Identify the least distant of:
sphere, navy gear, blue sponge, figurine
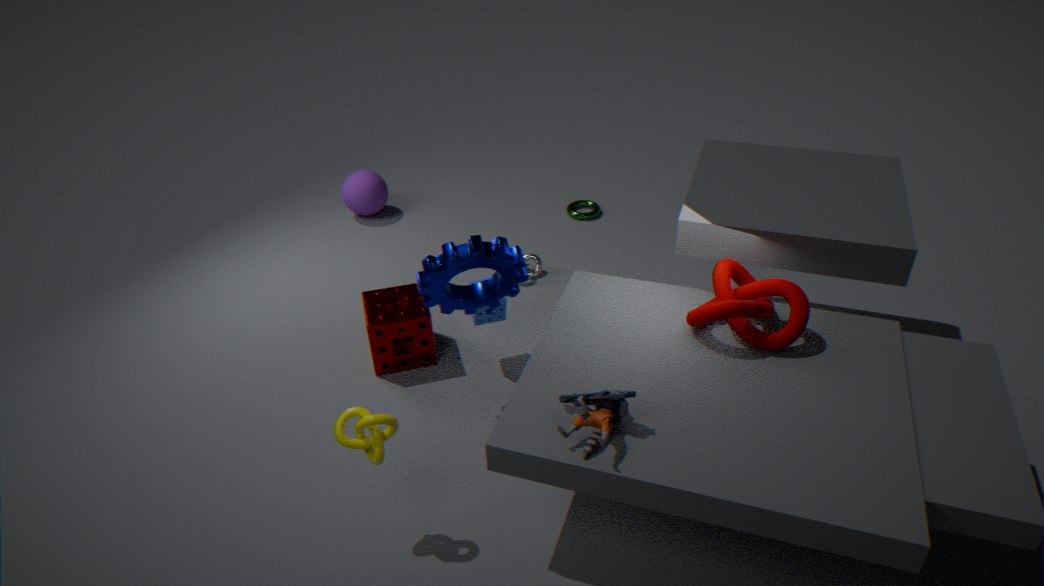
figurine
